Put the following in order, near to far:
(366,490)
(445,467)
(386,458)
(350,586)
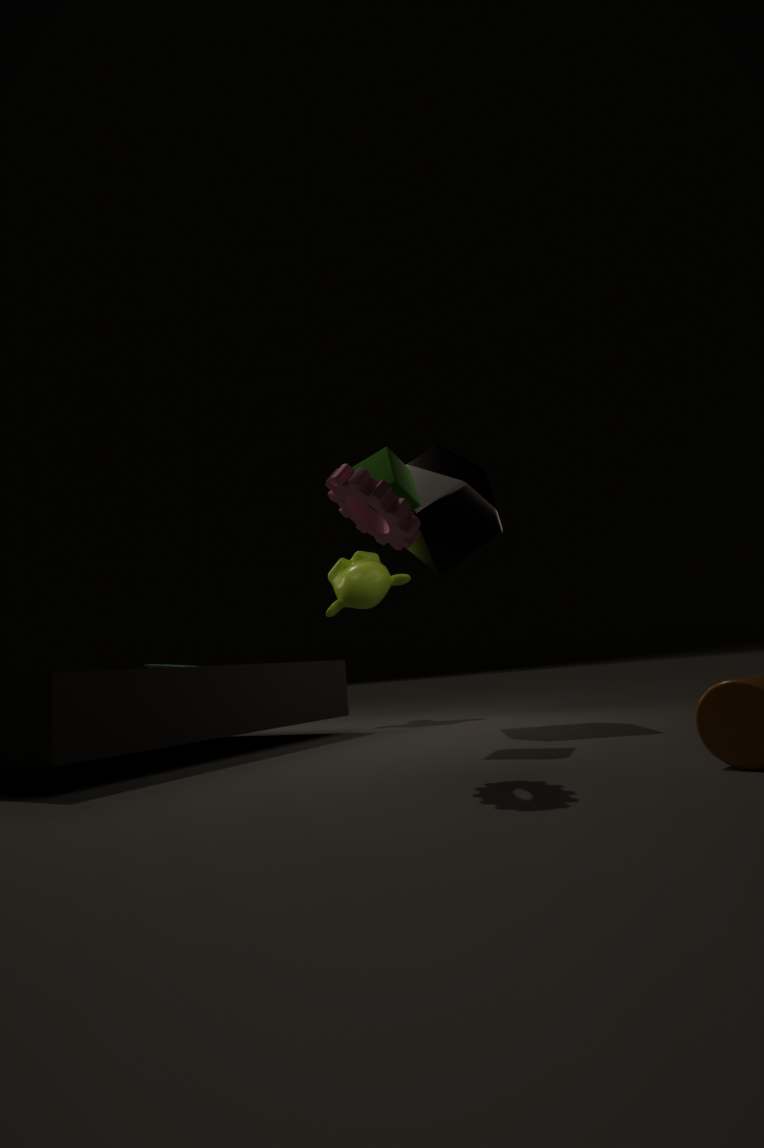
1. (366,490)
2. (386,458)
3. (445,467)
4. (350,586)
